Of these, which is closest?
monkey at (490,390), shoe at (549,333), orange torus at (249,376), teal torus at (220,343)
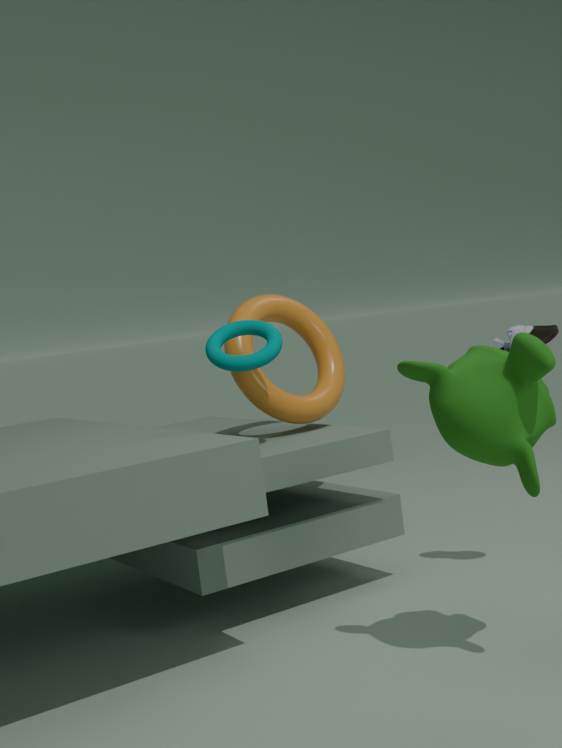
monkey at (490,390)
